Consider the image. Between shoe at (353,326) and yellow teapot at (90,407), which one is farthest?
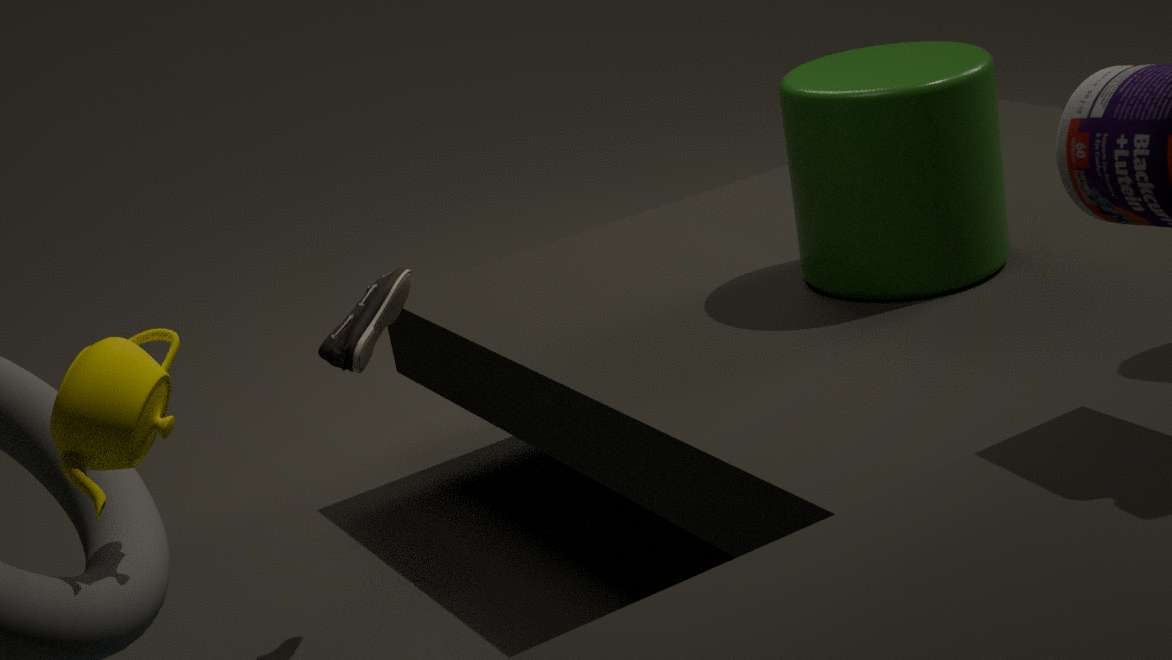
shoe at (353,326)
